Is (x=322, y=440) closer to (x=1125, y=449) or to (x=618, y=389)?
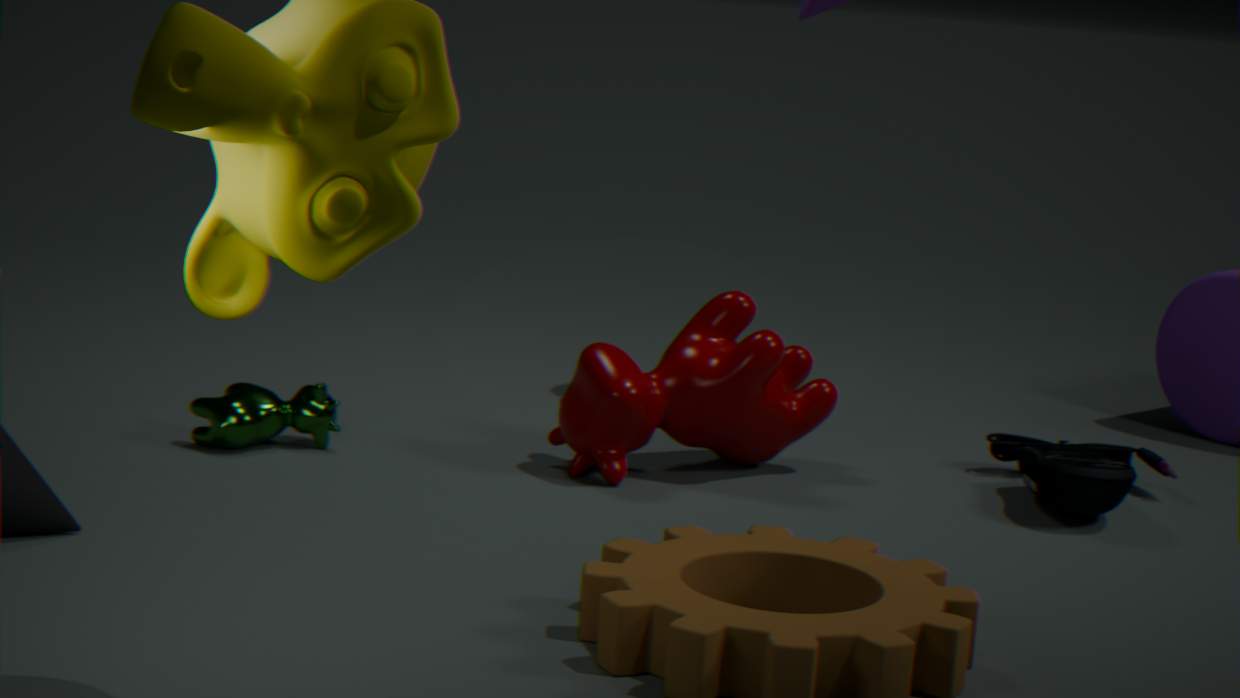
(x=618, y=389)
